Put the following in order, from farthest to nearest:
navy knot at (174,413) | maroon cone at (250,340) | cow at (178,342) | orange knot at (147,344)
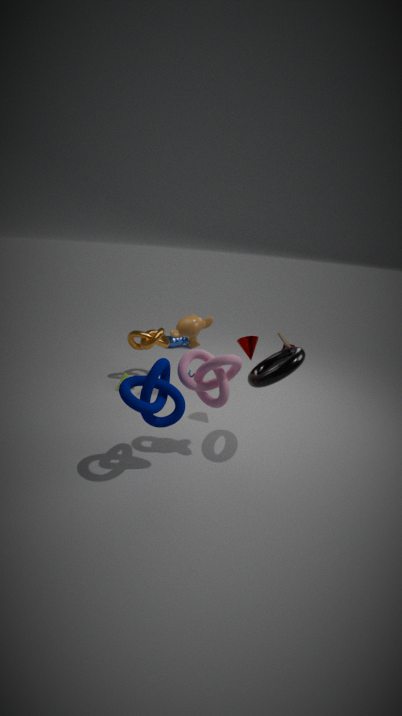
cow at (178,342) → orange knot at (147,344) → maroon cone at (250,340) → navy knot at (174,413)
